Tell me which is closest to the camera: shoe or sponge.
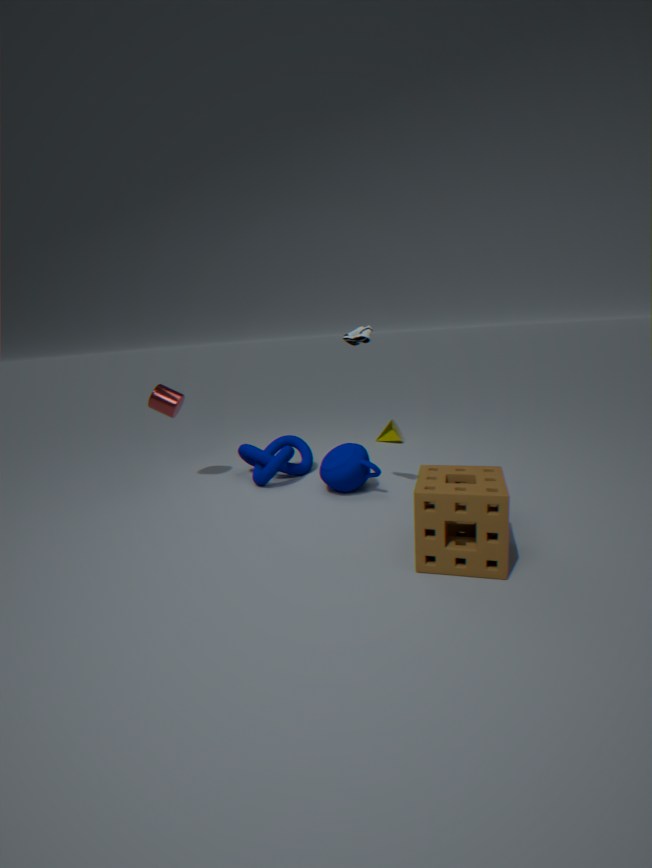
sponge
